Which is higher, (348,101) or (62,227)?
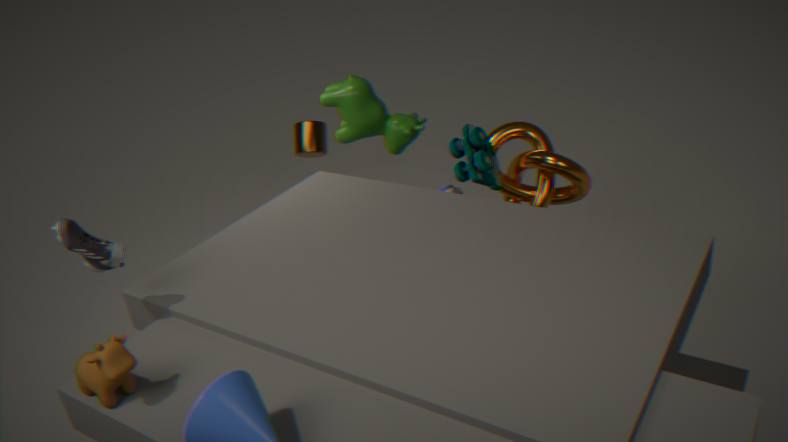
(62,227)
